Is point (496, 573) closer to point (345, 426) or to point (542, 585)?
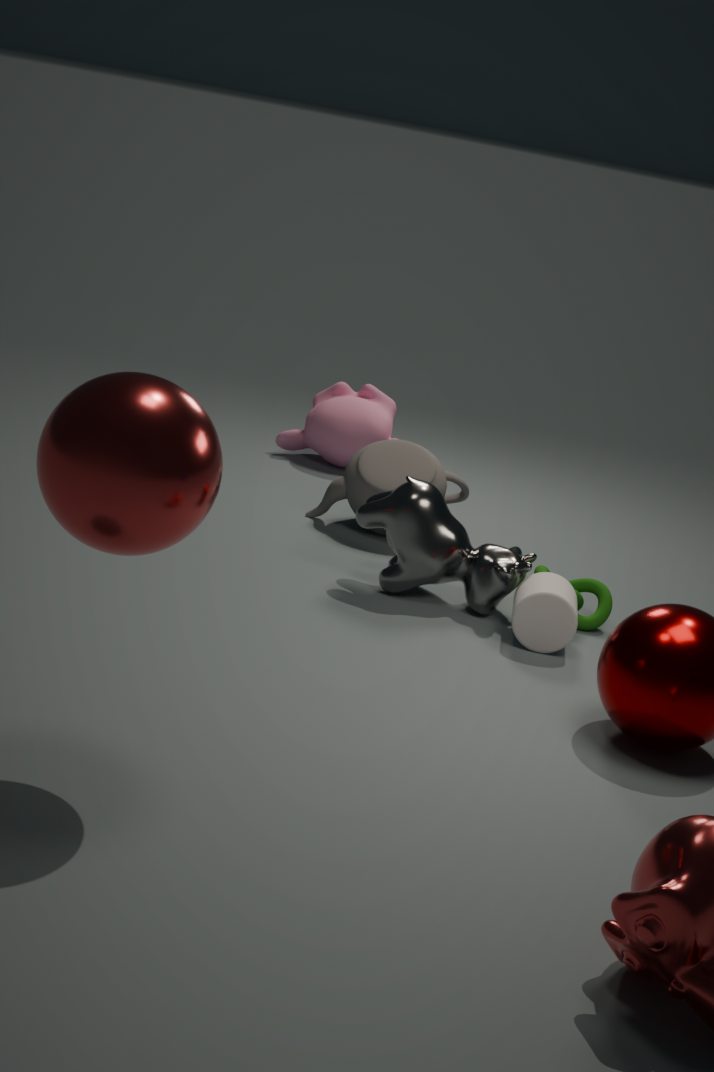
point (542, 585)
